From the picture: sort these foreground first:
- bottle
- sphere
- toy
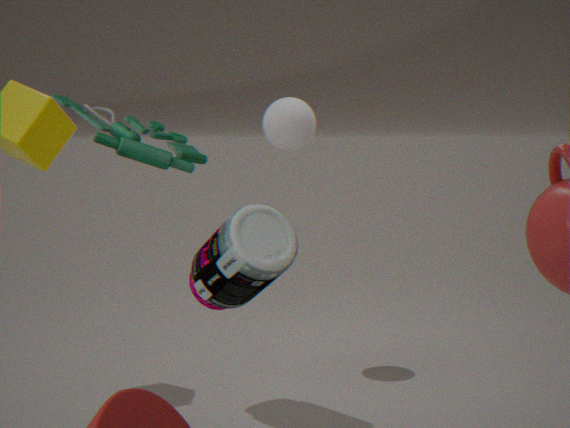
toy
bottle
sphere
